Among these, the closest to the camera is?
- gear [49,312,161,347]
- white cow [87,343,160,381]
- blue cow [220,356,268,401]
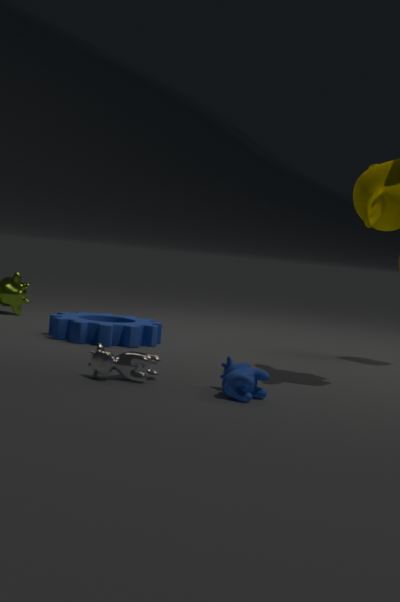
blue cow [220,356,268,401]
